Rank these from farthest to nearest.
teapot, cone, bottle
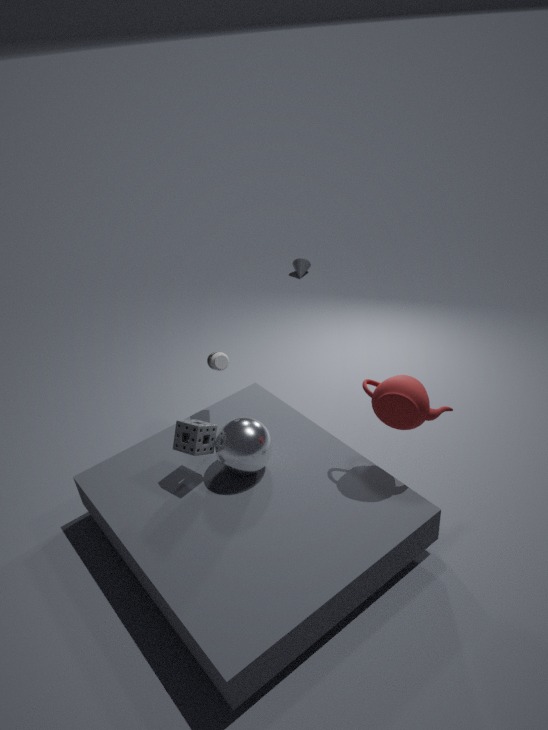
cone
bottle
teapot
